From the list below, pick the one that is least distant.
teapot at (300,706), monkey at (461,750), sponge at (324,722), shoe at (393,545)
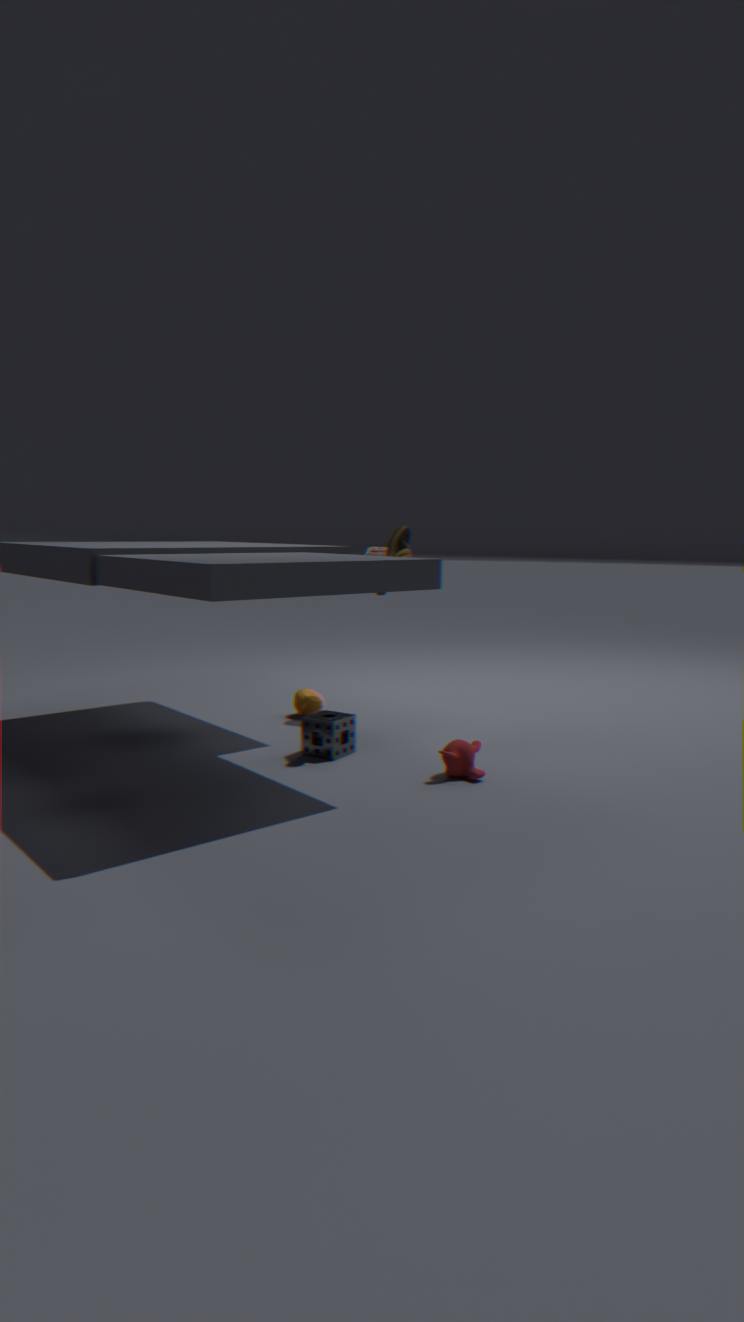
monkey at (461,750)
